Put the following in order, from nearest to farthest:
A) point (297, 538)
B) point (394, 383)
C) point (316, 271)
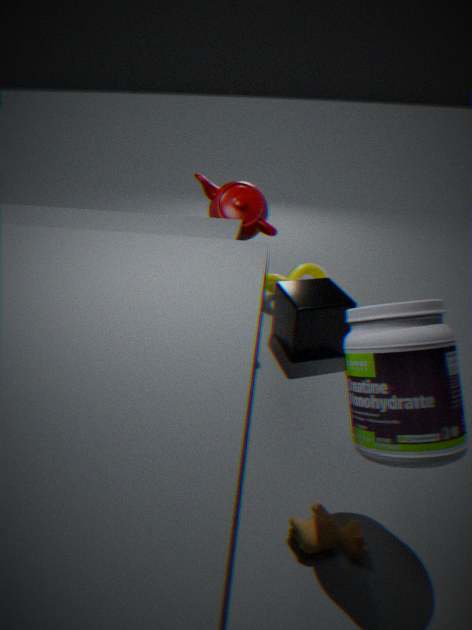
point (394, 383) < point (297, 538) < point (316, 271)
